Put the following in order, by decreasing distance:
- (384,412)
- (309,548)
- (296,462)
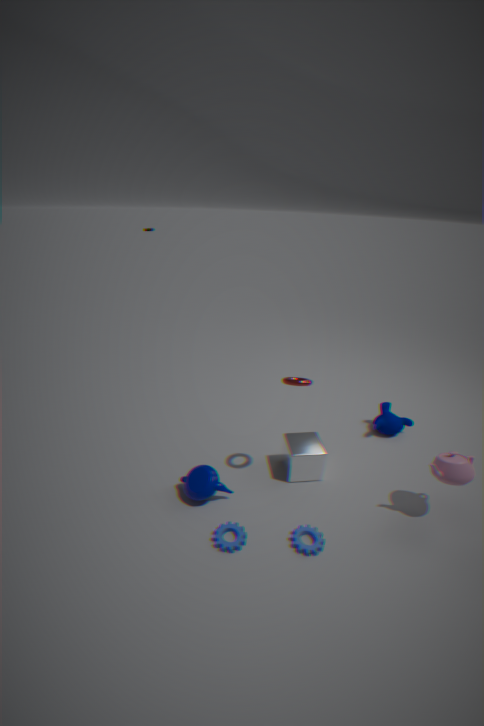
(384,412) → (296,462) → (309,548)
